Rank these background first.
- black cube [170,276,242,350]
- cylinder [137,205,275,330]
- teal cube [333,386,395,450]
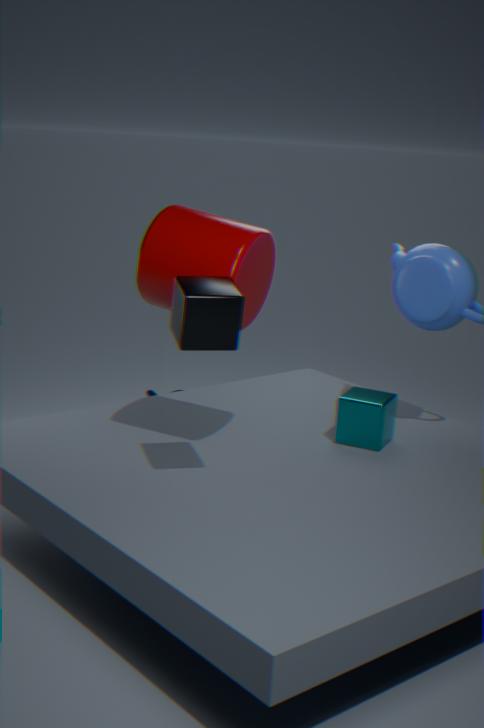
teal cube [333,386,395,450] < cylinder [137,205,275,330] < black cube [170,276,242,350]
